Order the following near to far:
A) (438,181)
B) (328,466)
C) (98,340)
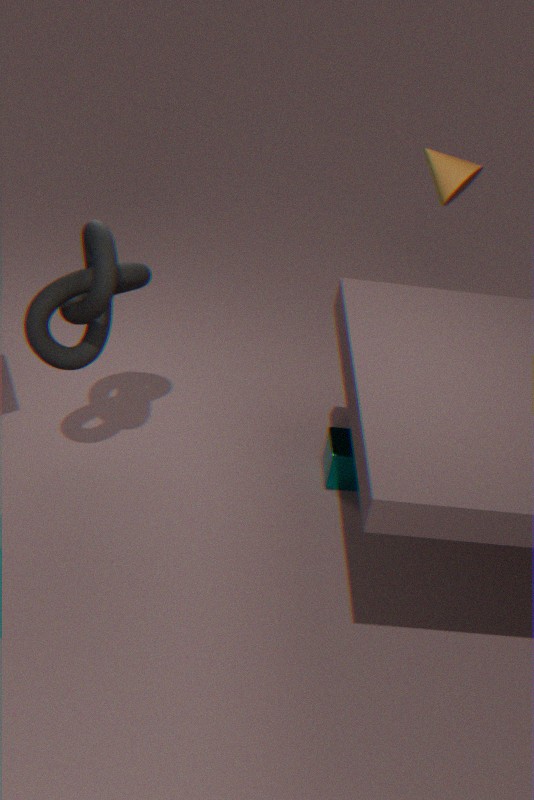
1. (98,340)
2. (328,466)
3. (438,181)
